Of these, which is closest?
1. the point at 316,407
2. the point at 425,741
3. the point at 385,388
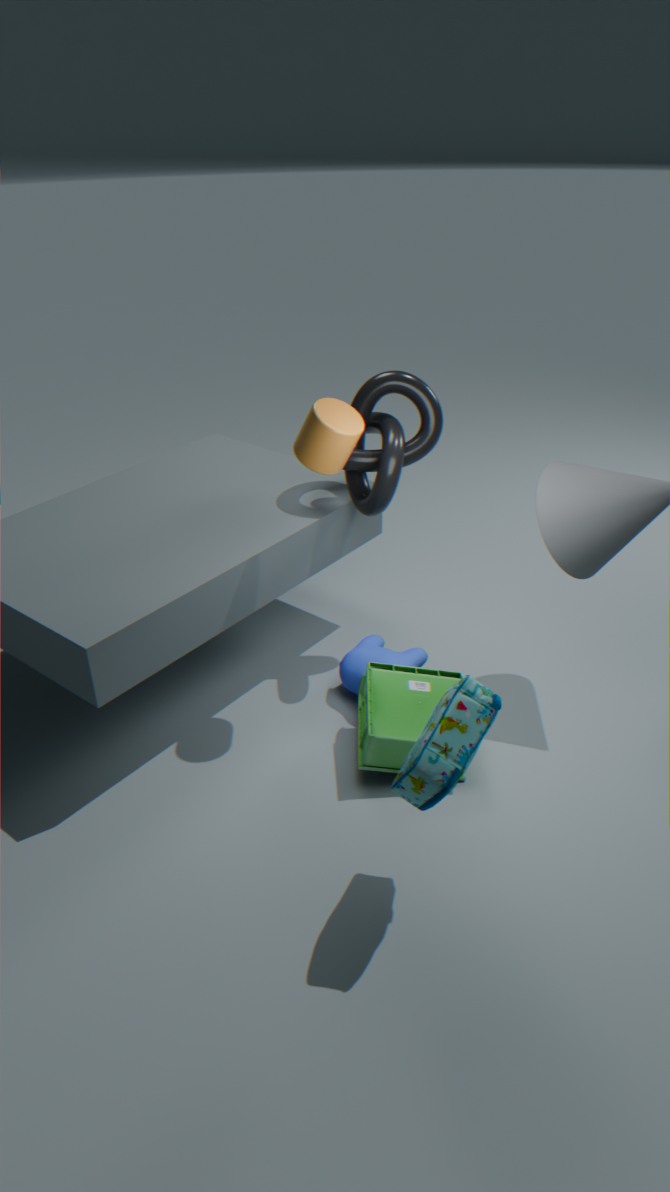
the point at 425,741
